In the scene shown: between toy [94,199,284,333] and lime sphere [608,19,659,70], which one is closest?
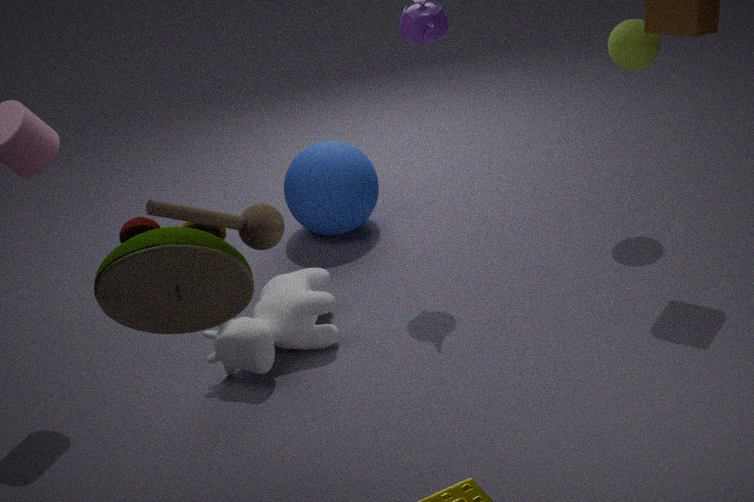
toy [94,199,284,333]
